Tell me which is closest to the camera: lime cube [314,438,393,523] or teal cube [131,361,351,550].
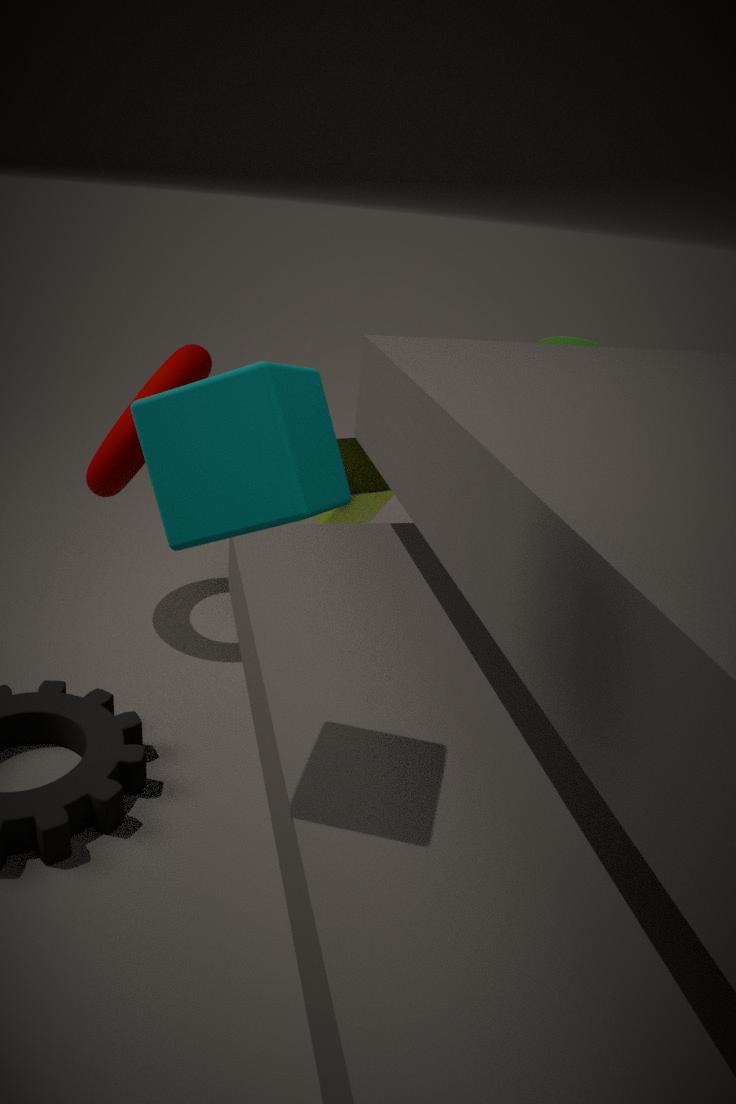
teal cube [131,361,351,550]
